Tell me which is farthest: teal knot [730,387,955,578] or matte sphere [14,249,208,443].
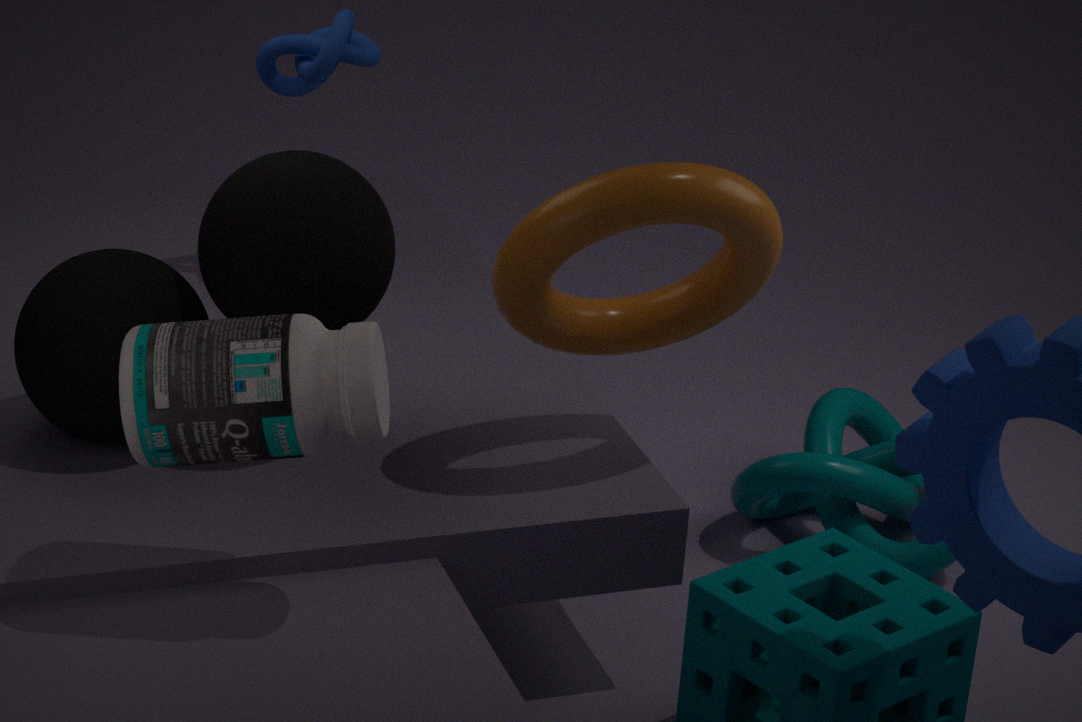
teal knot [730,387,955,578]
